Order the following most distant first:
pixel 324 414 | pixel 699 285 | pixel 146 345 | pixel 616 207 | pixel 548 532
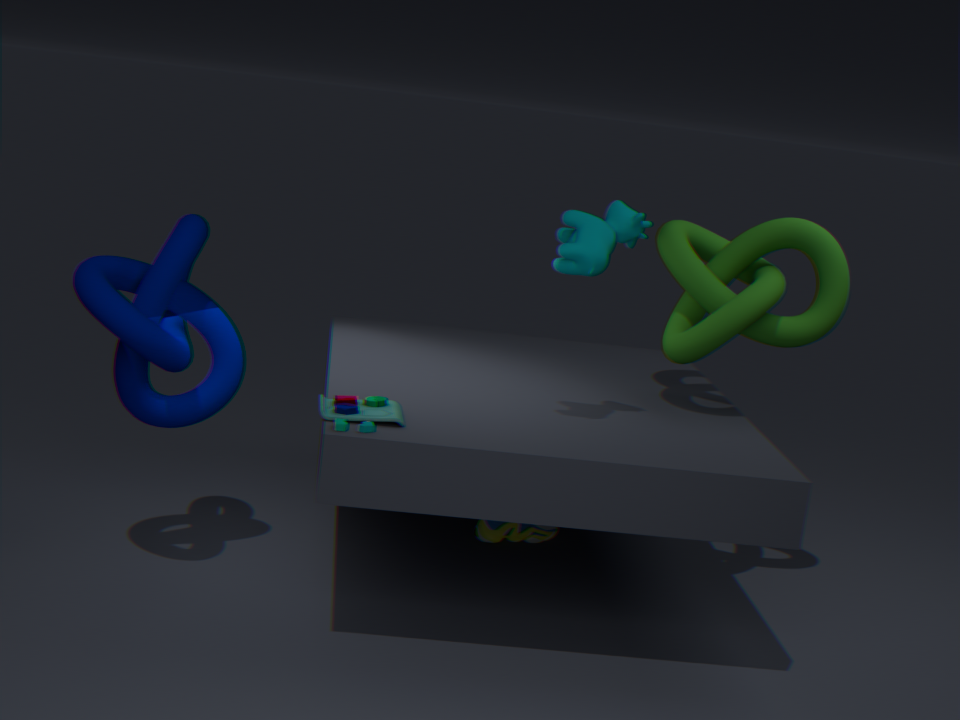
pixel 548 532 → pixel 699 285 → pixel 616 207 → pixel 146 345 → pixel 324 414
